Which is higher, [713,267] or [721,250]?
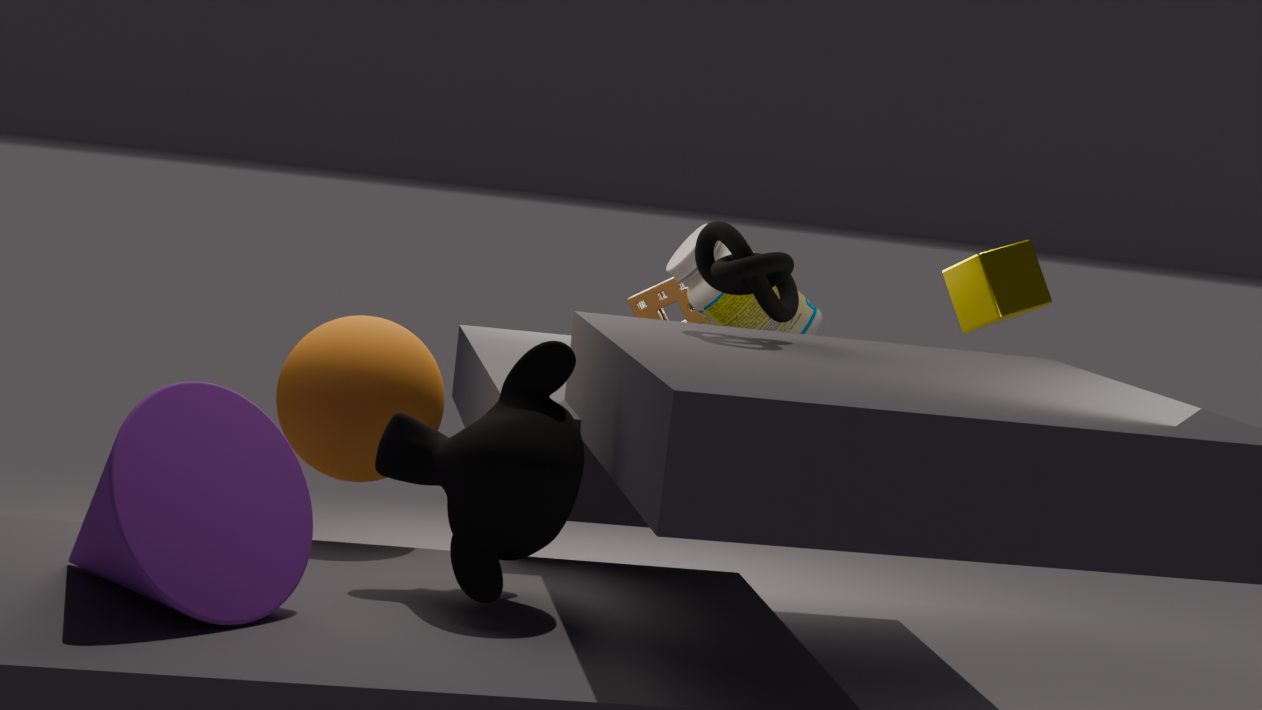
[713,267]
